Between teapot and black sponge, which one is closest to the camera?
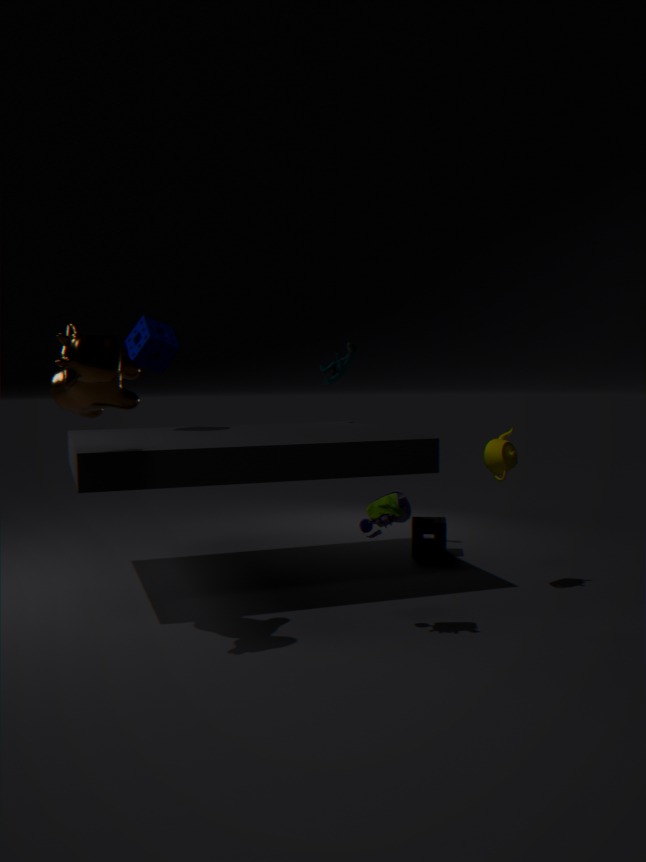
teapot
